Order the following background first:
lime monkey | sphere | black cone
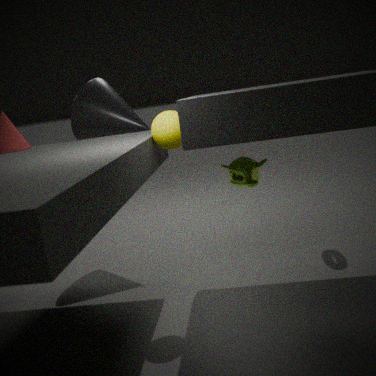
black cone, lime monkey, sphere
